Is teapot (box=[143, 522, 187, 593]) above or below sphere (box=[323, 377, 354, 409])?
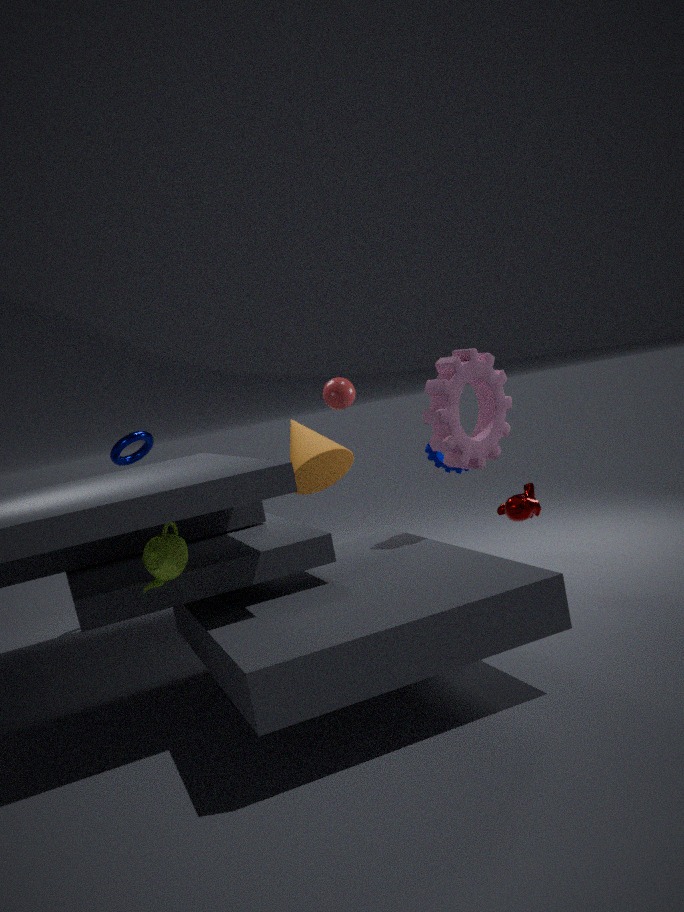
below
